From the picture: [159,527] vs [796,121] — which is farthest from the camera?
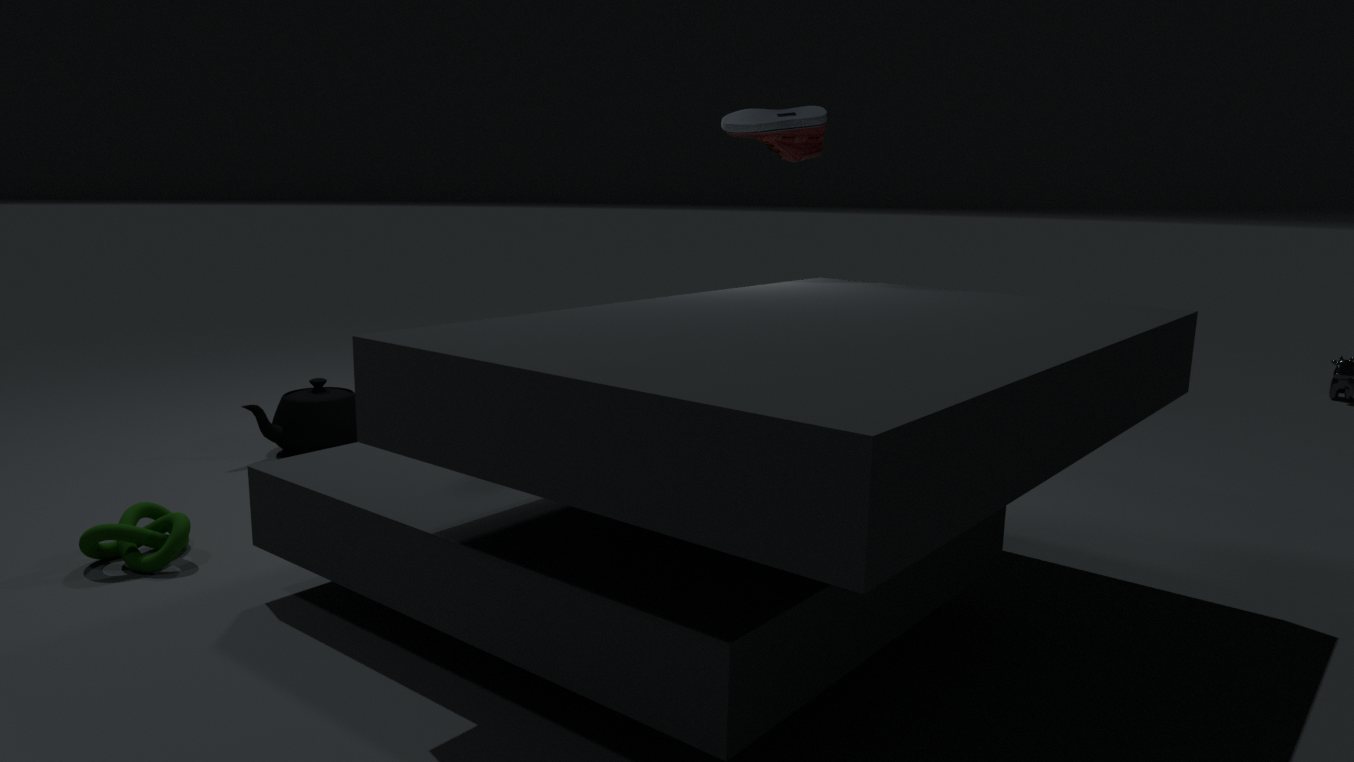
[796,121]
